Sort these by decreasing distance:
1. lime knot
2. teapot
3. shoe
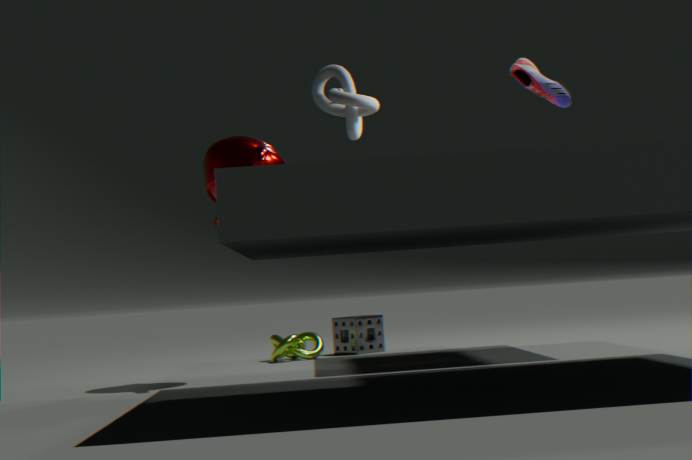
1. lime knot
2. teapot
3. shoe
